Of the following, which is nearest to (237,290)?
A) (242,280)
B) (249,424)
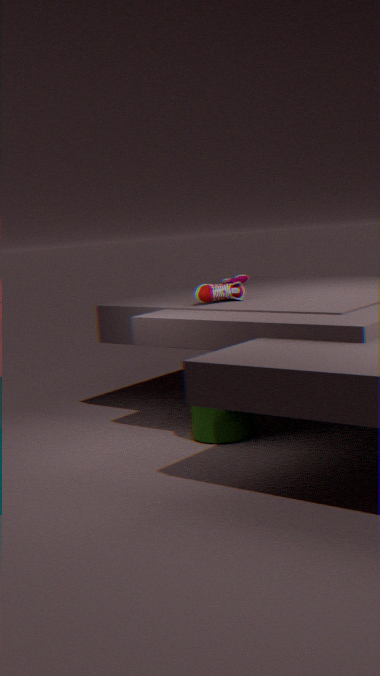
(249,424)
